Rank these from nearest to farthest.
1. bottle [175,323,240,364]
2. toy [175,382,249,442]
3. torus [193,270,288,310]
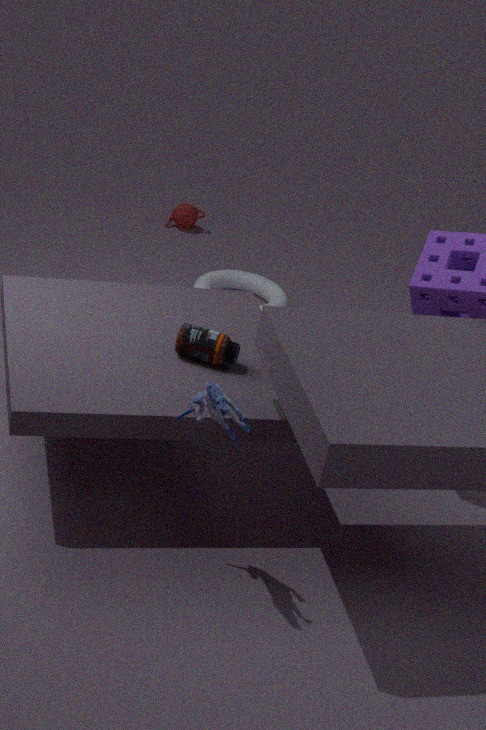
toy [175,382,249,442], bottle [175,323,240,364], torus [193,270,288,310]
